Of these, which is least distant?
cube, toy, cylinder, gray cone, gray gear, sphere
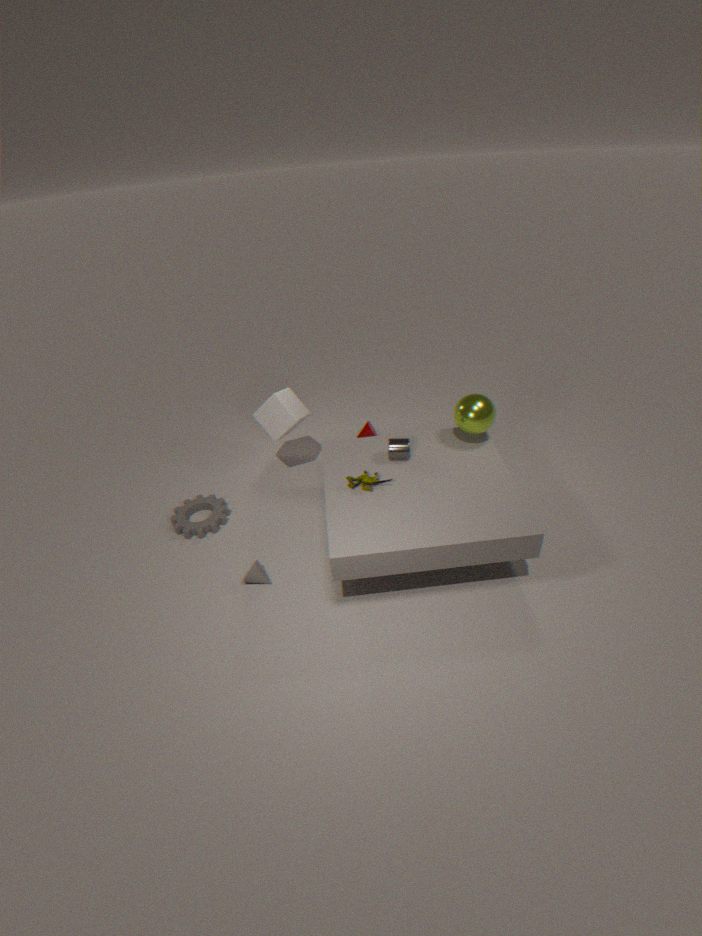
toy
